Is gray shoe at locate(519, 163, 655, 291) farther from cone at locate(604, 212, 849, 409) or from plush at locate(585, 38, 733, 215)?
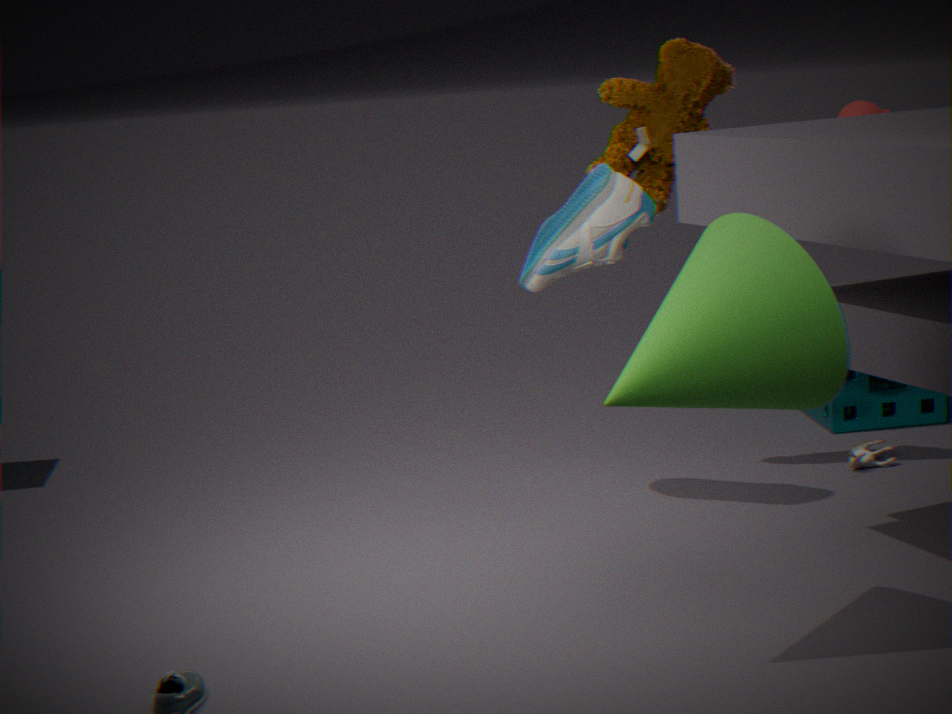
cone at locate(604, 212, 849, 409)
